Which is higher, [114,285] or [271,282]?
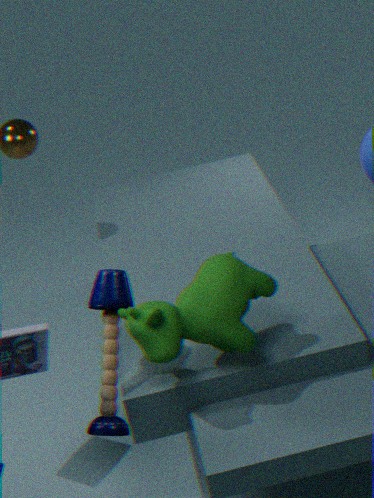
[271,282]
